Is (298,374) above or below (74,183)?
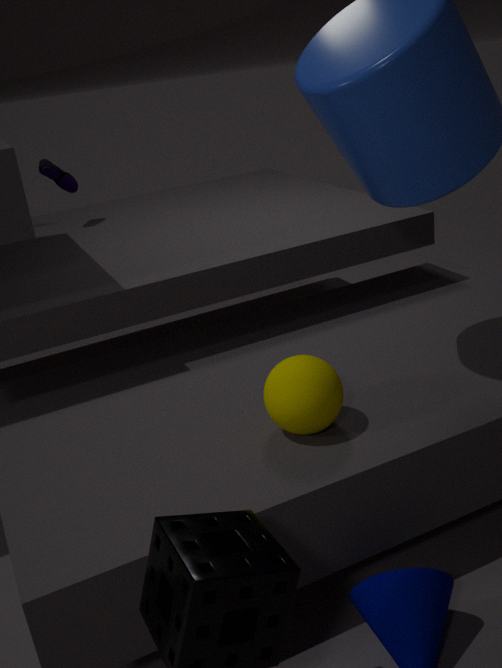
below
